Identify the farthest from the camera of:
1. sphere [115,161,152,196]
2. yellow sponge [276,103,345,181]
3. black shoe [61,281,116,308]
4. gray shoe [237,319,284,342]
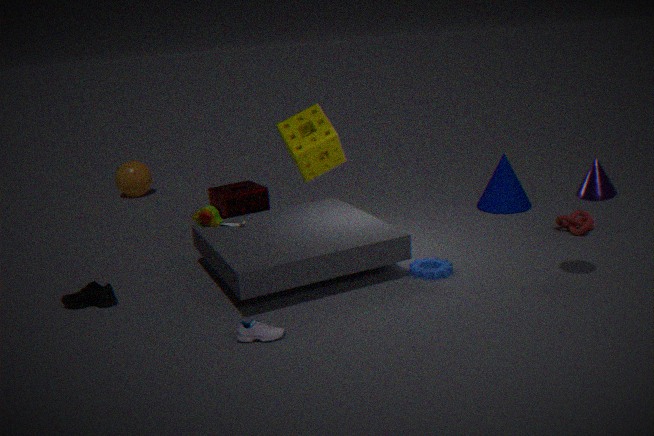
sphere [115,161,152,196]
